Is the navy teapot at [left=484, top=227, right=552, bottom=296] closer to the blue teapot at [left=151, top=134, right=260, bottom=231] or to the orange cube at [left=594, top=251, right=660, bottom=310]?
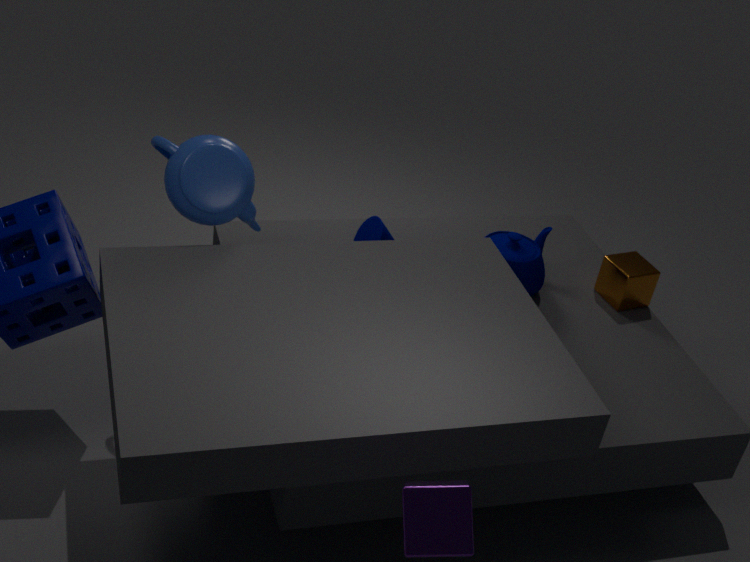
the orange cube at [left=594, top=251, right=660, bottom=310]
